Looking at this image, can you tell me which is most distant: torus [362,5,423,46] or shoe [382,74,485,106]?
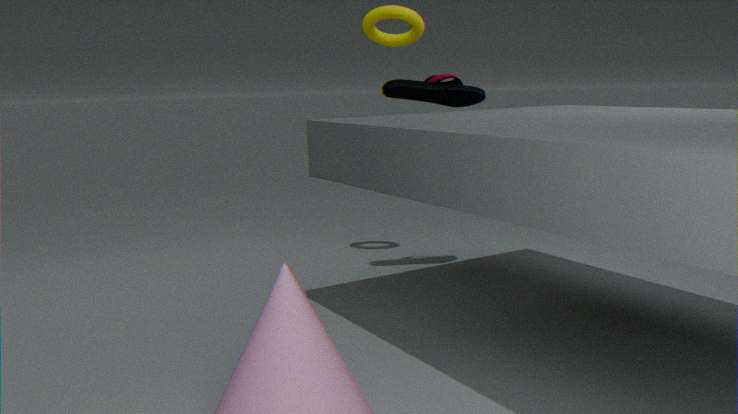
torus [362,5,423,46]
